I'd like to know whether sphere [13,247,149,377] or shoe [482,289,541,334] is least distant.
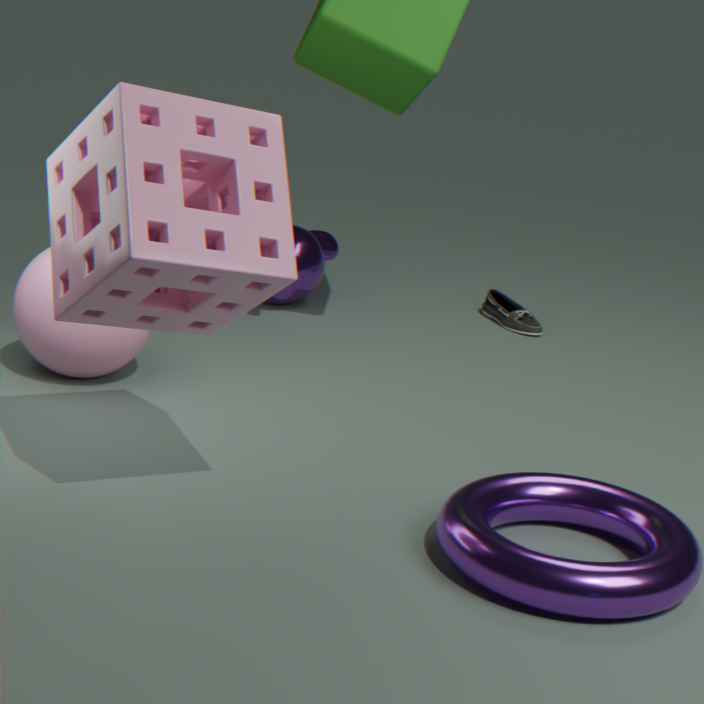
sphere [13,247,149,377]
